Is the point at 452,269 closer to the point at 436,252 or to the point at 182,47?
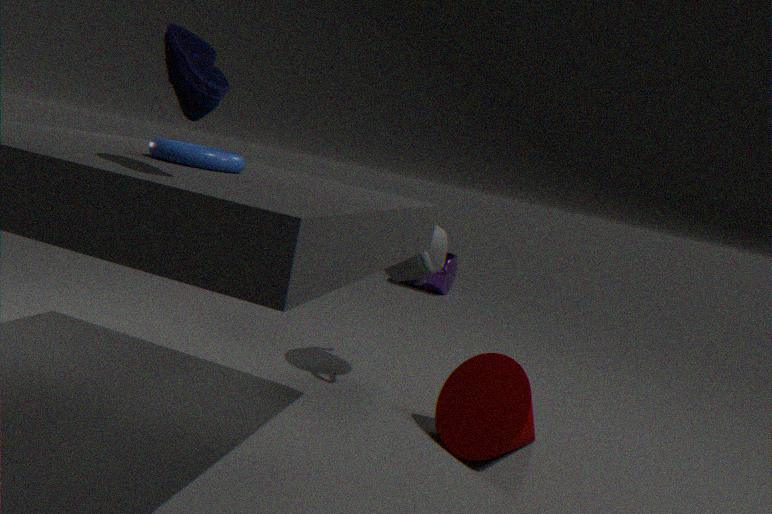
the point at 436,252
